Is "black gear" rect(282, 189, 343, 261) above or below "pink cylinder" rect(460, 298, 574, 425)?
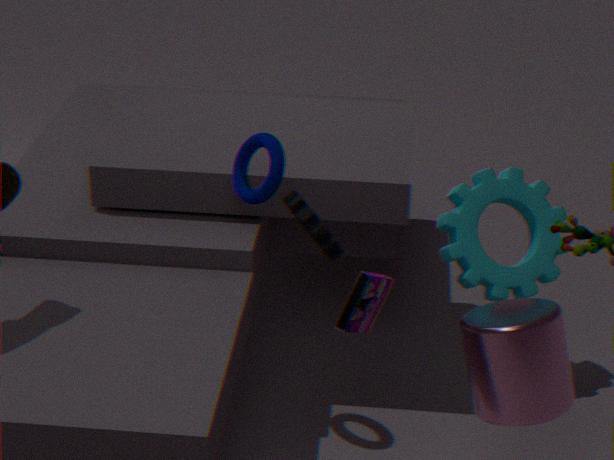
above
